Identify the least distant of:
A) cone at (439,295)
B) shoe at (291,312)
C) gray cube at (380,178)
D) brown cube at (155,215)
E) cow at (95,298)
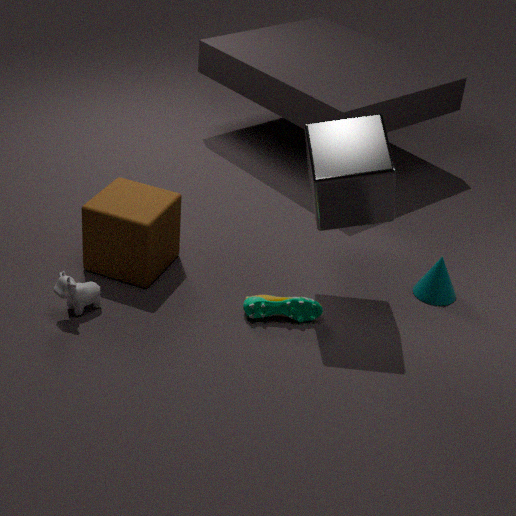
gray cube at (380,178)
